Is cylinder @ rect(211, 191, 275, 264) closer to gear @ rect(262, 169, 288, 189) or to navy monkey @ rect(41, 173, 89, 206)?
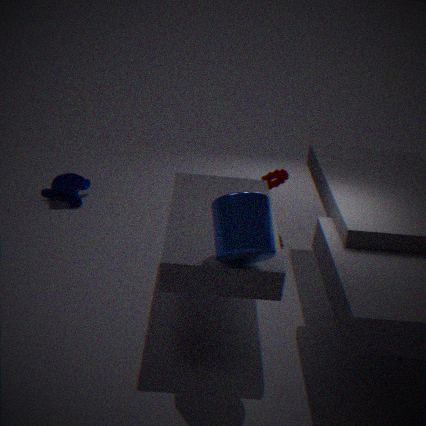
gear @ rect(262, 169, 288, 189)
